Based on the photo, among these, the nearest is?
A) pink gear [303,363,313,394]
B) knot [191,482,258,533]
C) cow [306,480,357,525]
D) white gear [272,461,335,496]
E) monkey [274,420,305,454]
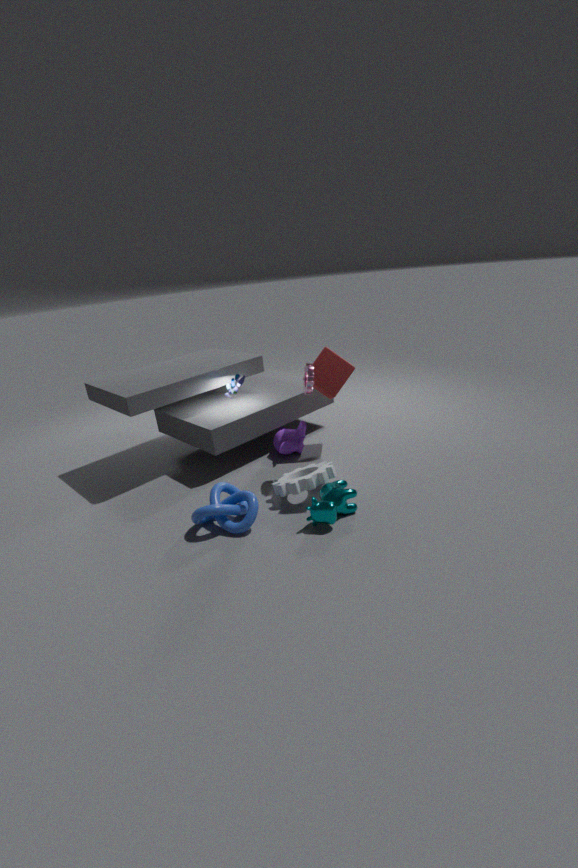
cow [306,480,357,525]
